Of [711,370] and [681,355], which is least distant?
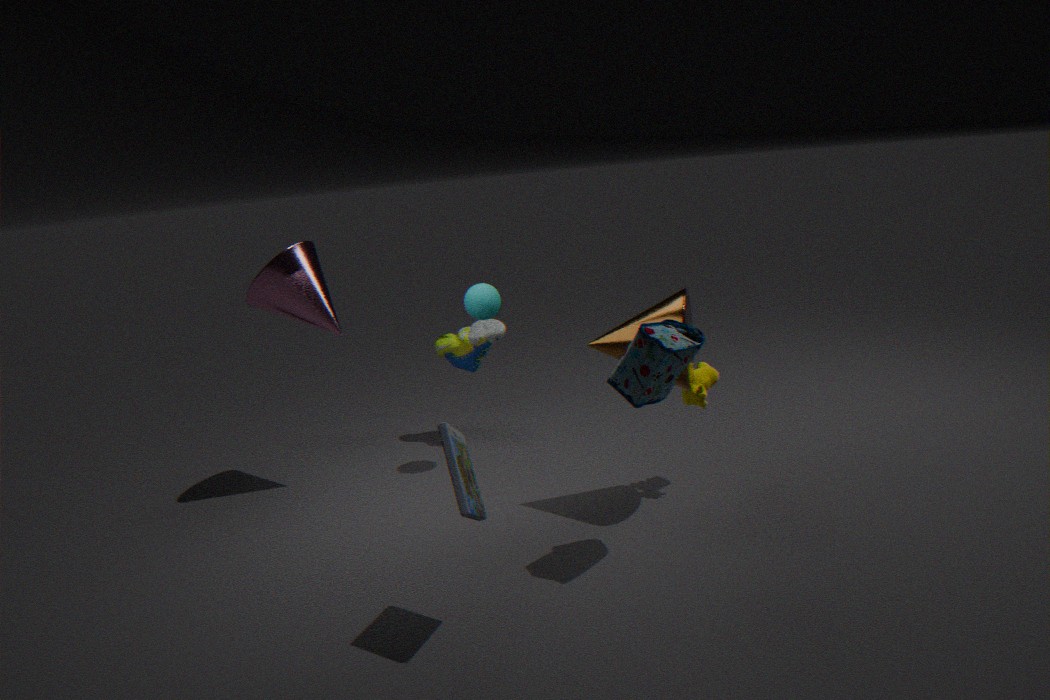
[681,355]
